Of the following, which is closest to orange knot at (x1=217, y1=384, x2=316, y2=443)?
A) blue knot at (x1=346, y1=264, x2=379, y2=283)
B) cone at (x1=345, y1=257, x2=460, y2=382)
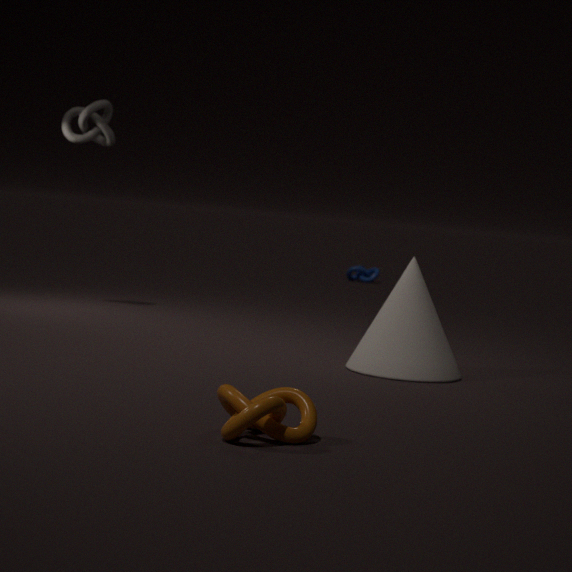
cone at (x1=345, y1=257, x2=460, y2=382)
